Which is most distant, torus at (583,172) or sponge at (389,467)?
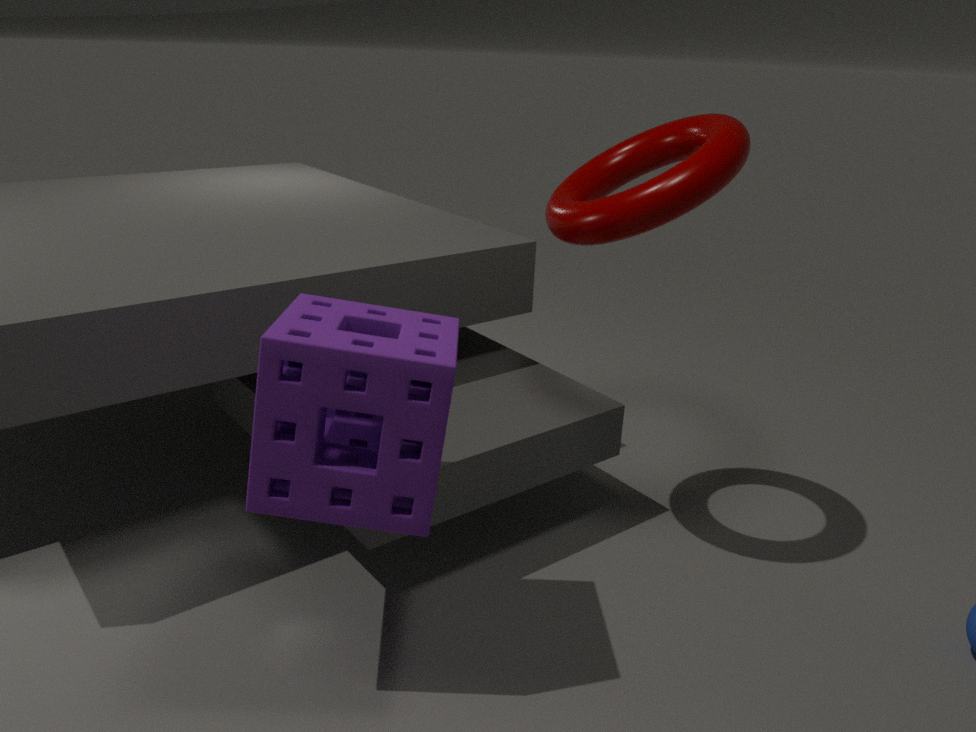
torus at (583,172)
